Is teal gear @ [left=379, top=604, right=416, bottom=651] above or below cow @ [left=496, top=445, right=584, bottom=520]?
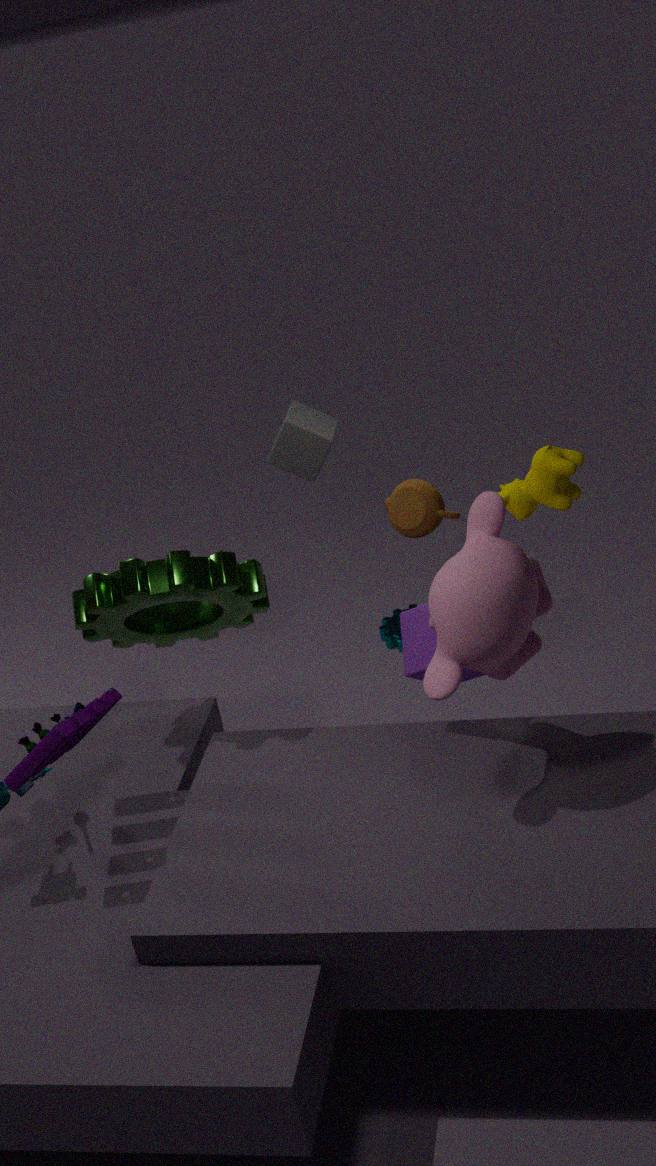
below
